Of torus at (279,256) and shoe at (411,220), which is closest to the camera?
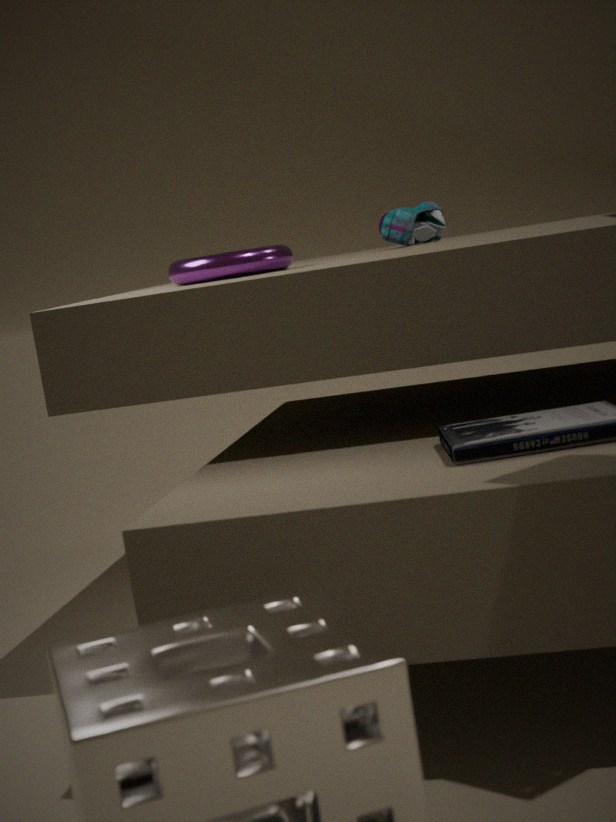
torus at (279,256)
